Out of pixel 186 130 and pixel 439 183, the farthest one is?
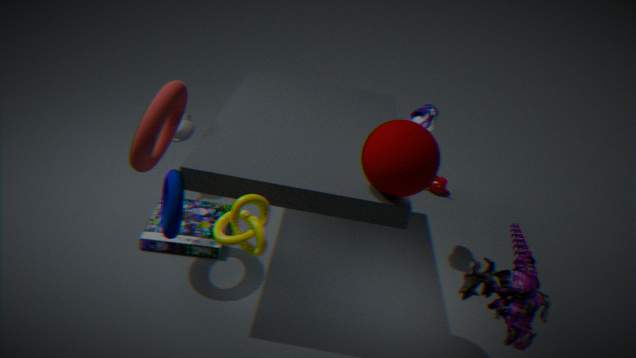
pixel 439 183
